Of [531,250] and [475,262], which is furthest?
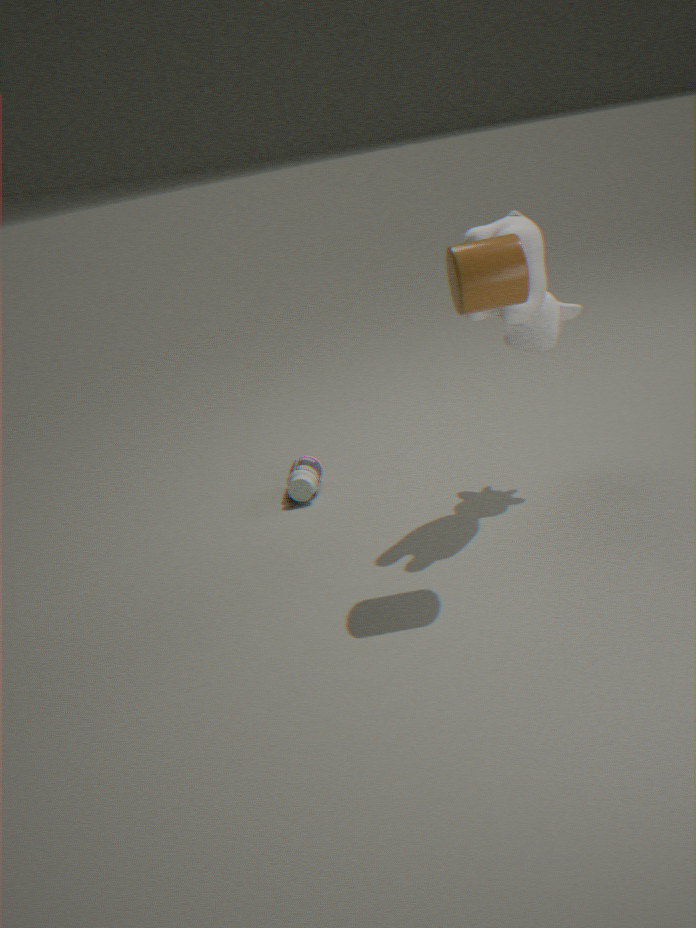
[531,250]
